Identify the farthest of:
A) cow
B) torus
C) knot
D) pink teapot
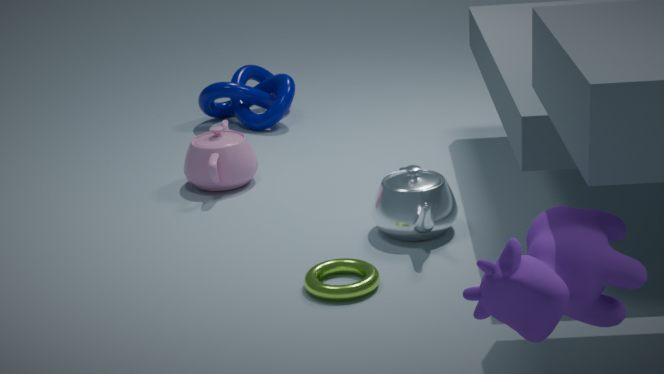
knot
